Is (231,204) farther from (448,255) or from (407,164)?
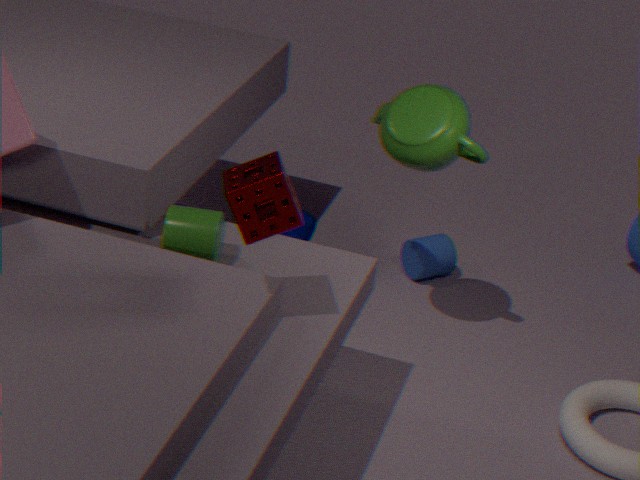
(448,255)
